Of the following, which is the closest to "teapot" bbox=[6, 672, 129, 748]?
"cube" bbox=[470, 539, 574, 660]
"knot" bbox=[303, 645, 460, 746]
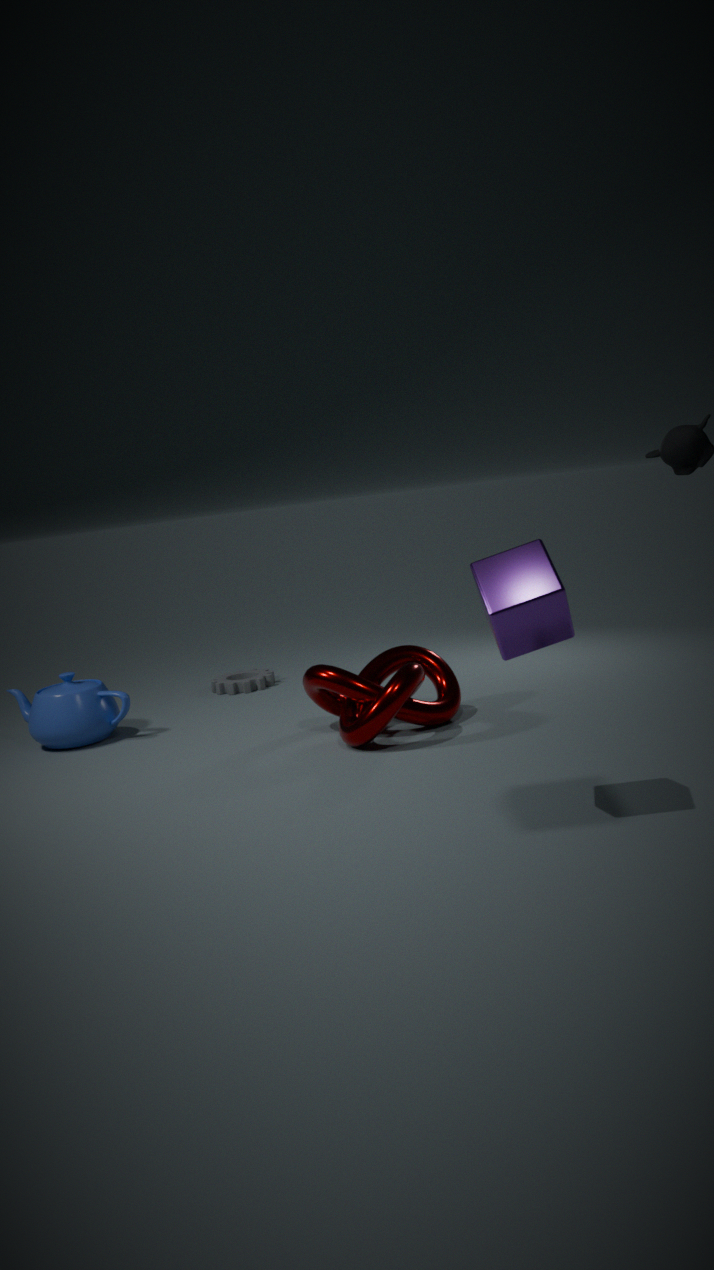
"knot" bbox=[303, 645, 460, 746]
